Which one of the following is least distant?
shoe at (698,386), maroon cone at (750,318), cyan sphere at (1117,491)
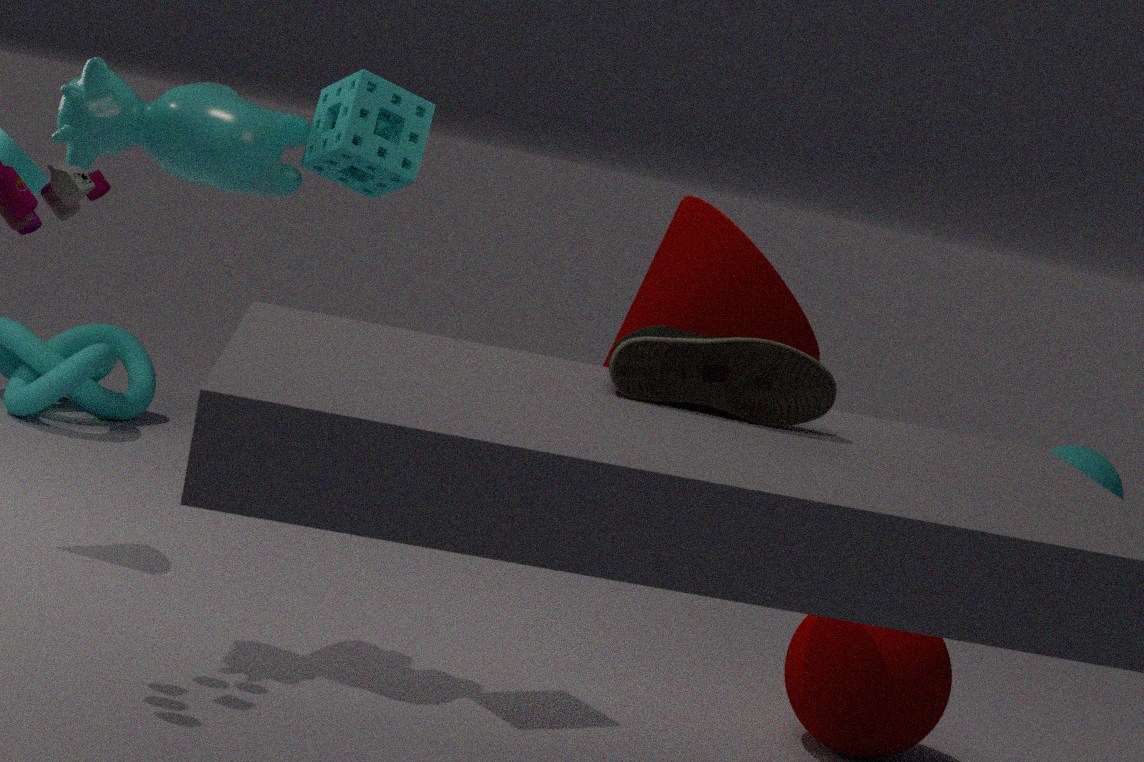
shoe at (698,386)
